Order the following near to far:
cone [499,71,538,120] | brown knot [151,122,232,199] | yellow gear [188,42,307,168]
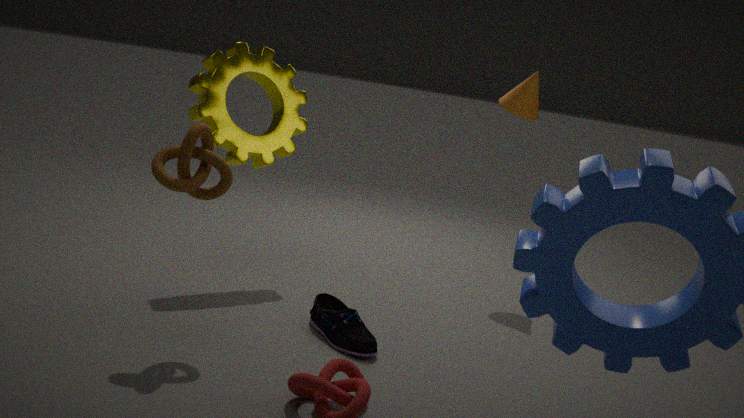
brown knot [151,122,232,199], yellow gear [188,42,307,168], cone [499,71,538,120]
